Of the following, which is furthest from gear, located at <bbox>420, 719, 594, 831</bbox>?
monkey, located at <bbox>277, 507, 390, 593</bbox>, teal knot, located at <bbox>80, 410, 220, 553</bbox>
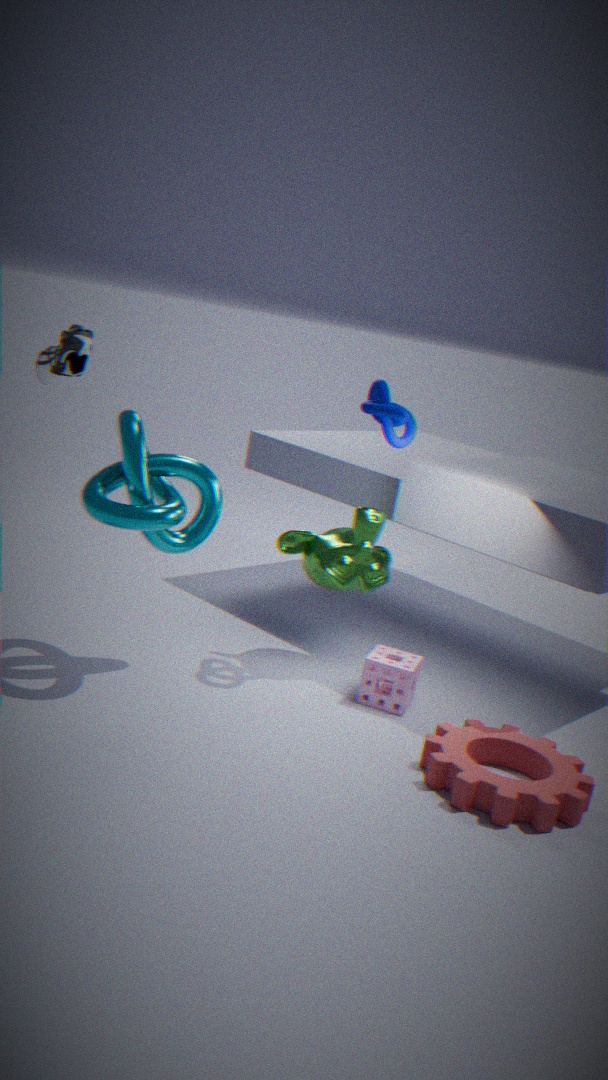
teal knot, located at <bbox>80, 410, 220, 553</bbox>
